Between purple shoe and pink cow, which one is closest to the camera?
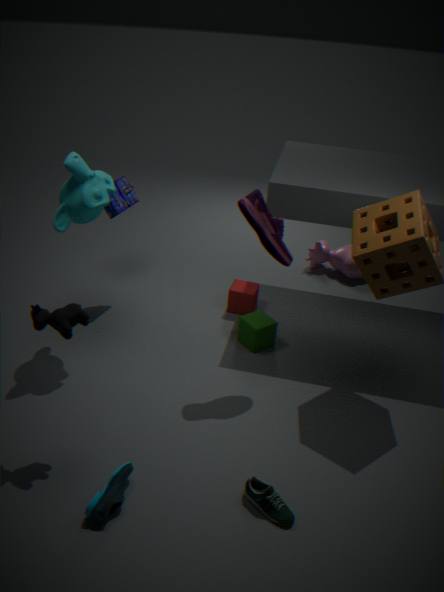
purple shoe
